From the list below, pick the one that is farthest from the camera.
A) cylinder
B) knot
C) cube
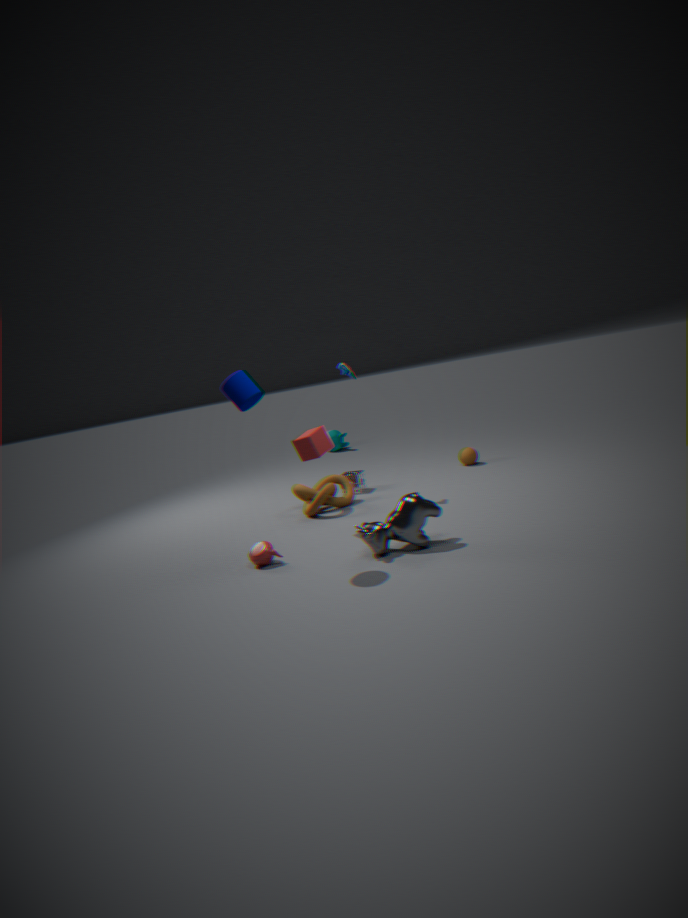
knot
